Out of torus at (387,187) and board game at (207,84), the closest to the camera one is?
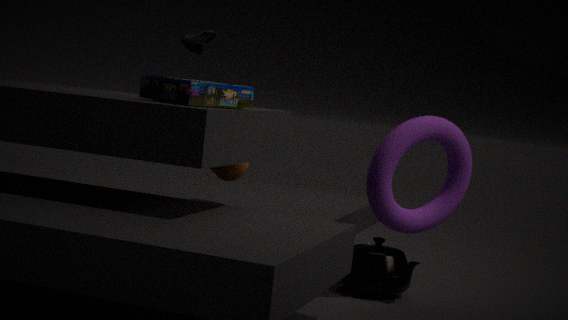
board game at (207,84)
